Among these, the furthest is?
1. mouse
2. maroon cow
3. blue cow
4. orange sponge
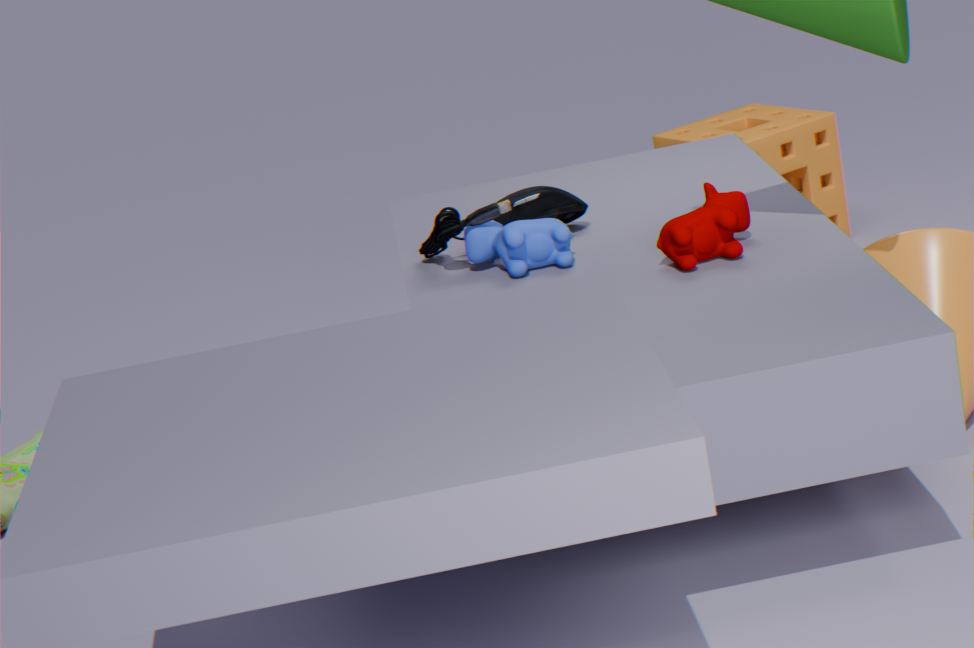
orange sponge
